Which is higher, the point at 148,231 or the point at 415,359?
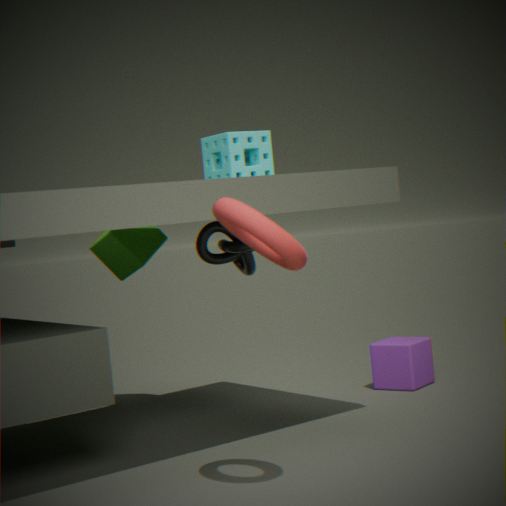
the point at 148,231
